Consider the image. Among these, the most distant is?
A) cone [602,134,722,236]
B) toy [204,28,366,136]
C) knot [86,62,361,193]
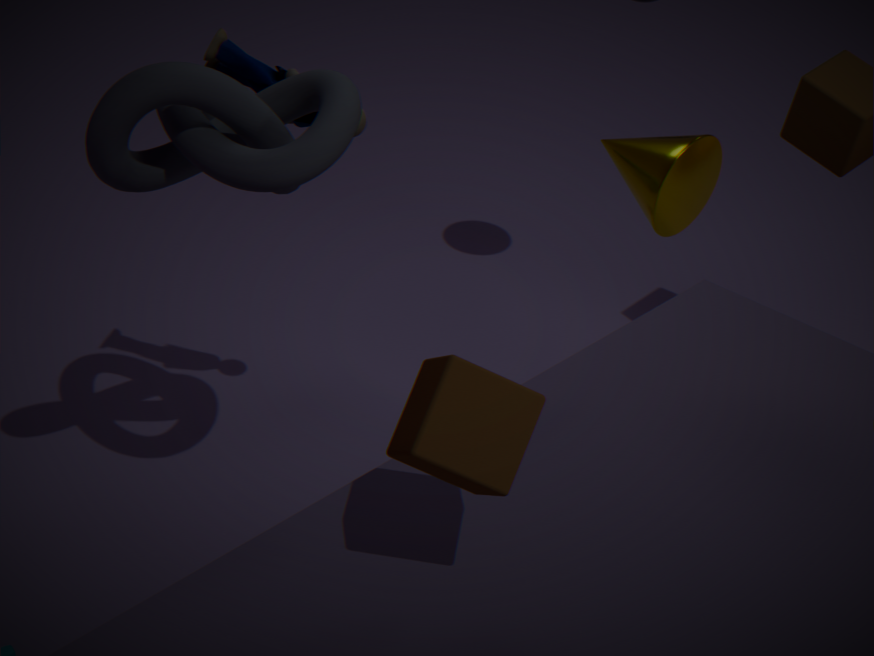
toy [204,28,366,136]
